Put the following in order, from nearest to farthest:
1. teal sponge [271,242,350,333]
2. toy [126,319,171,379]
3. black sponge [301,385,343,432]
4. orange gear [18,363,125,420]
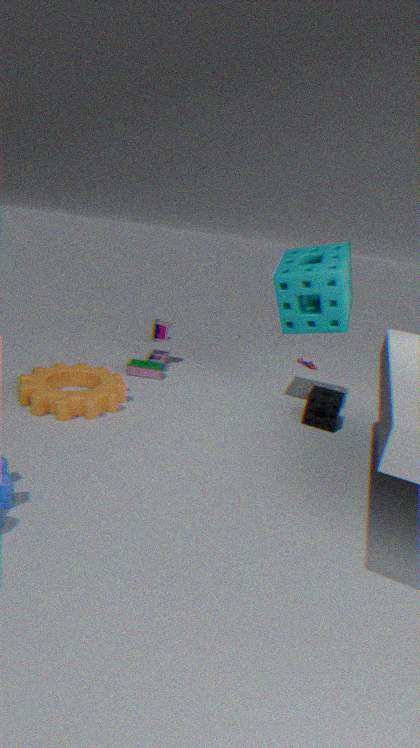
orange gear [18,363,125,420] < teal sponge [271,242,350,333] < black sponge [301,385,343,432] < toy [126,319,171,379]
